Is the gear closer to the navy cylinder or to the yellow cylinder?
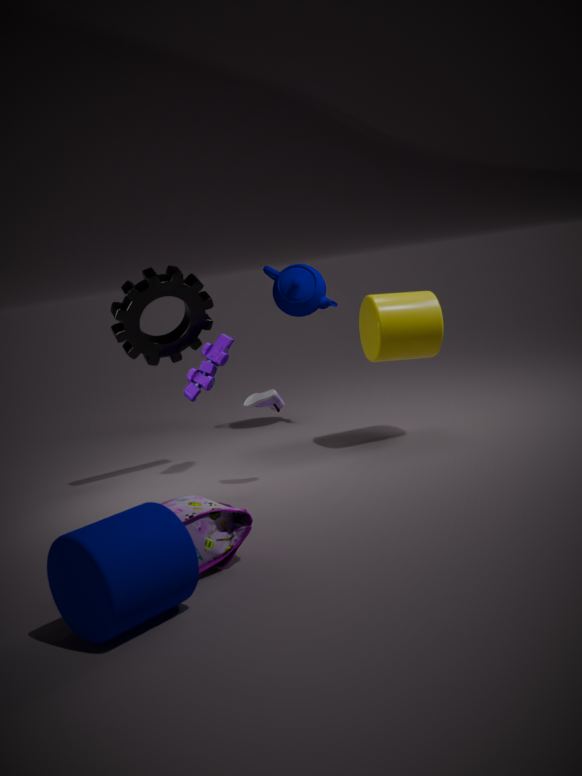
the yellow cylinder
